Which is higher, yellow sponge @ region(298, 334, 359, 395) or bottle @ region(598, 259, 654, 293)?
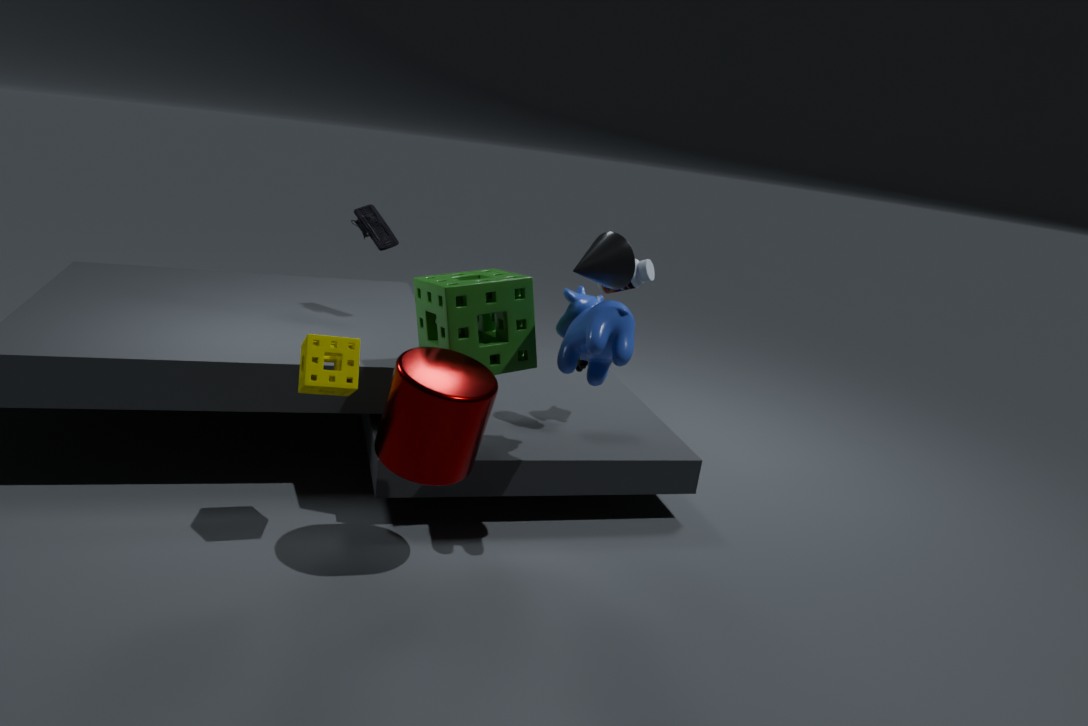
bottle @ region(598, 259, 654, 293)
